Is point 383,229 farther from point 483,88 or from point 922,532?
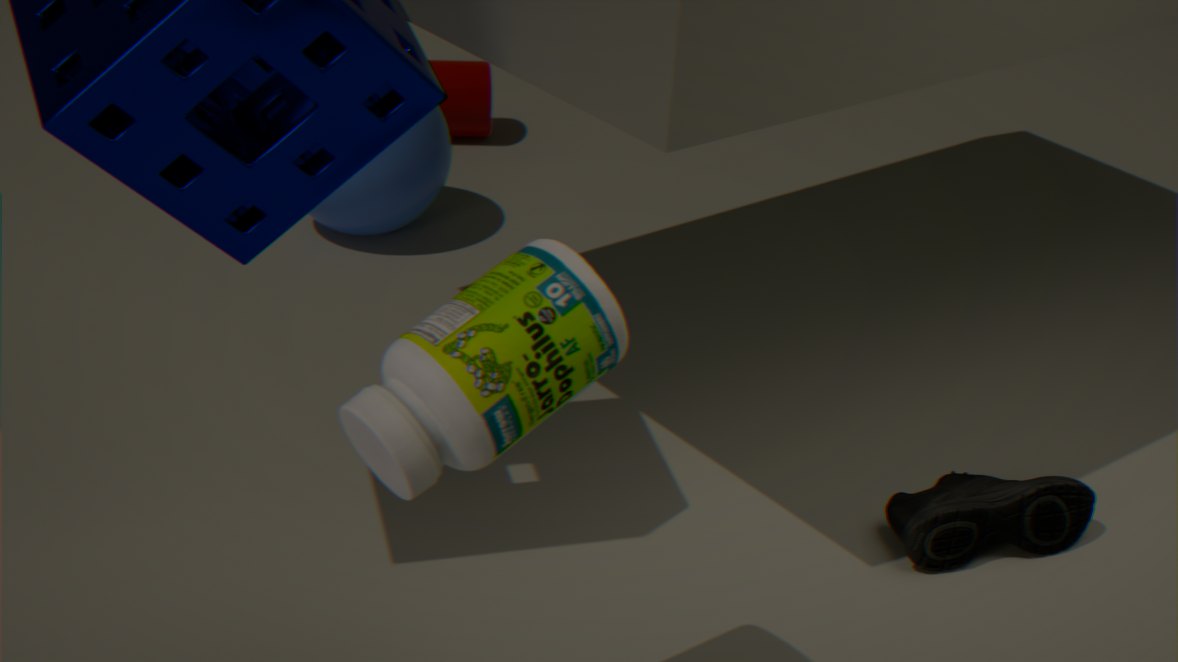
point 922,532
